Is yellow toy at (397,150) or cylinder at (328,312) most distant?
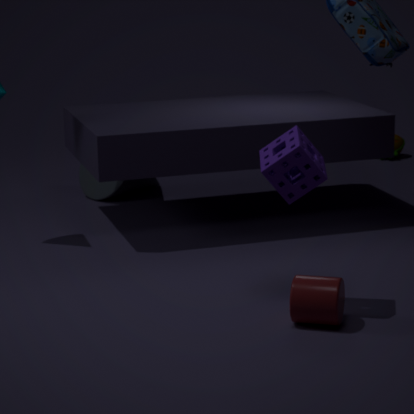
yellow toy at (397,150)
